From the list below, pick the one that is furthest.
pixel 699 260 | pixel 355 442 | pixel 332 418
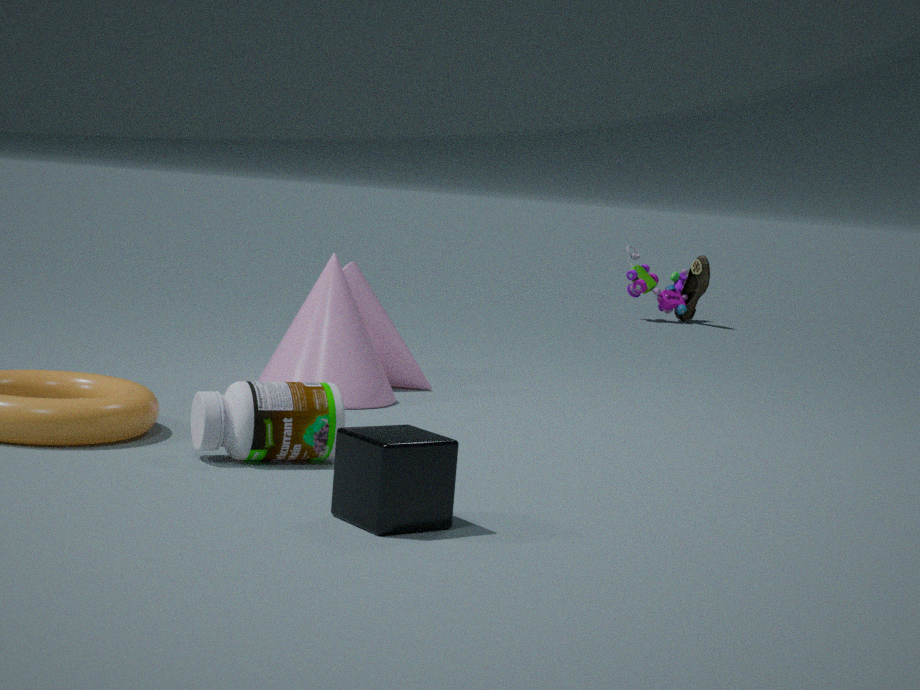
pixel 699 260
